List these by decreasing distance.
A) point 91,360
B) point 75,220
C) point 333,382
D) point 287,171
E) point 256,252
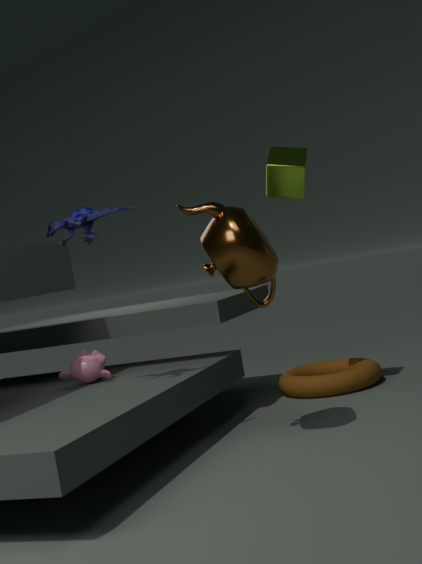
point 333,382, point 287,171, point 91,360, point 75,220, point 256,252
